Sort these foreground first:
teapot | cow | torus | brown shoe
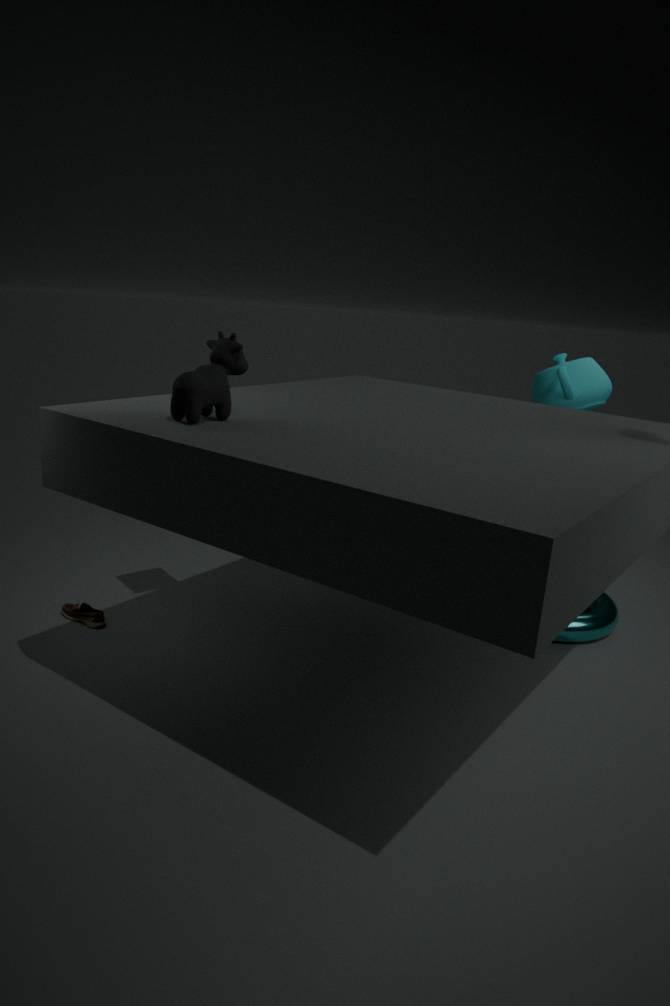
cow → brown shoe → torus → teapot
